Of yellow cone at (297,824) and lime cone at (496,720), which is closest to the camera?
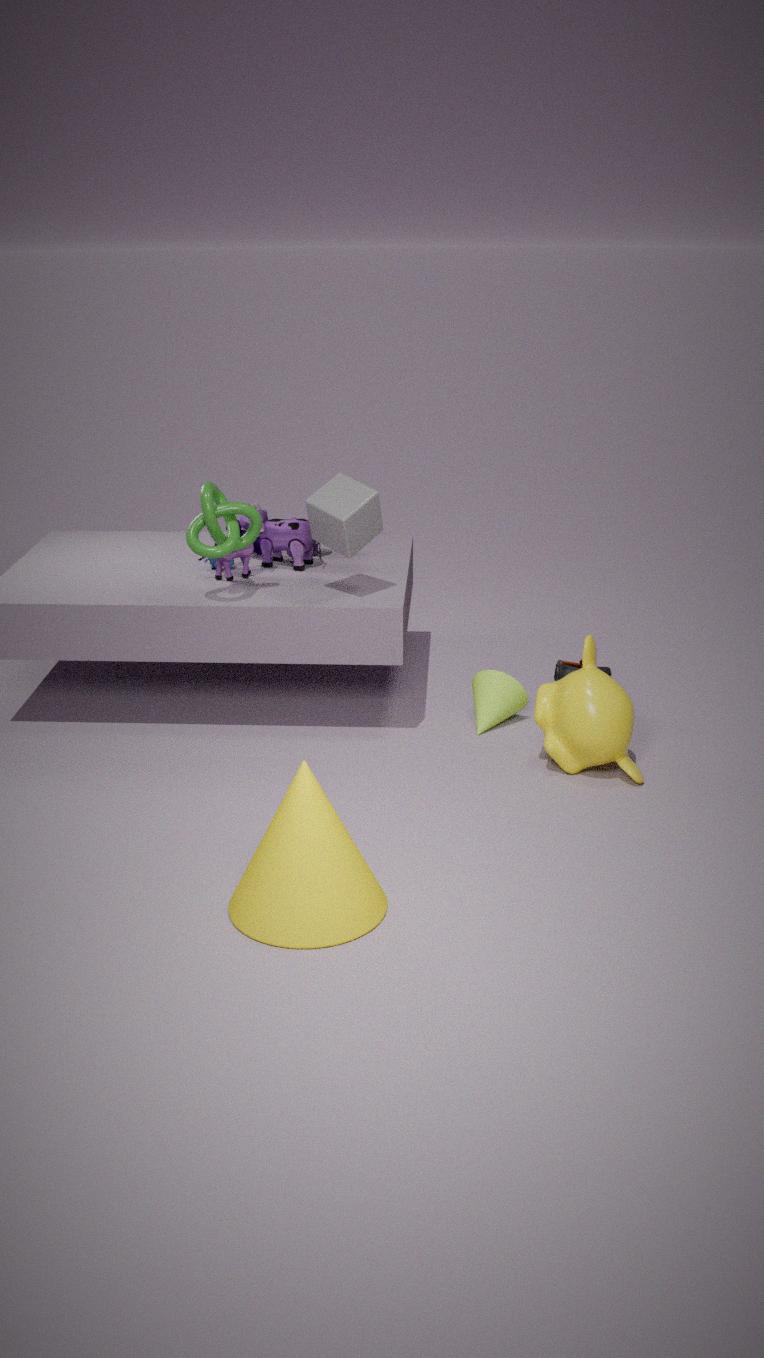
yellow cone at (297,824)
